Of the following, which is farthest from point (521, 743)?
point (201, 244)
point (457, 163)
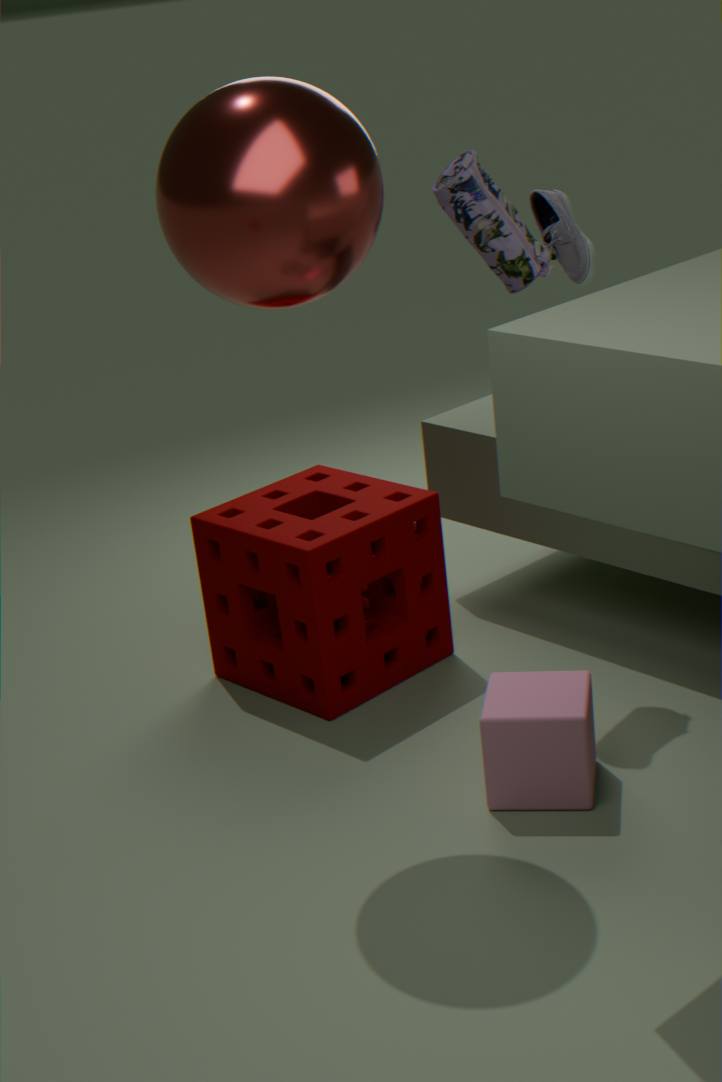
point (201, 244)
